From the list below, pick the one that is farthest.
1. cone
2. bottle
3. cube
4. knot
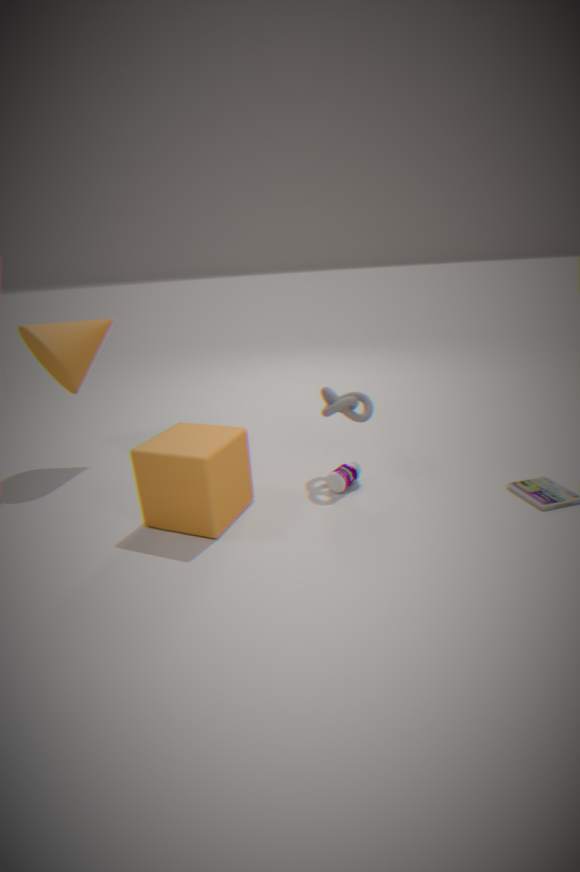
cone
